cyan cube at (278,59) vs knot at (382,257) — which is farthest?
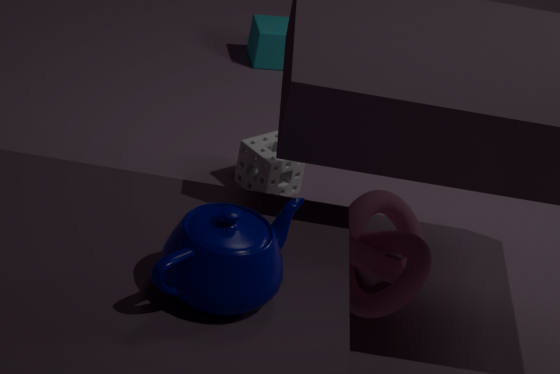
cyan cube at (278,59)
